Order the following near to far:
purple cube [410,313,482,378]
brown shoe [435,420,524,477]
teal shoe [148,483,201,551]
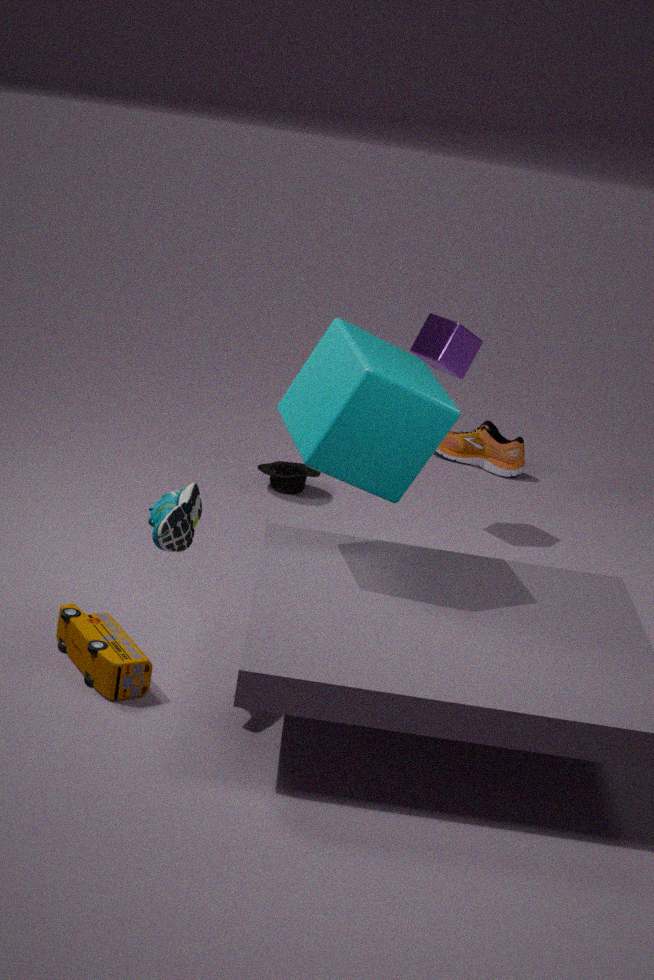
teal shoe [148,483,201,551], purple cube [410,313,482,378], brown shoe [435,420,524,477]
